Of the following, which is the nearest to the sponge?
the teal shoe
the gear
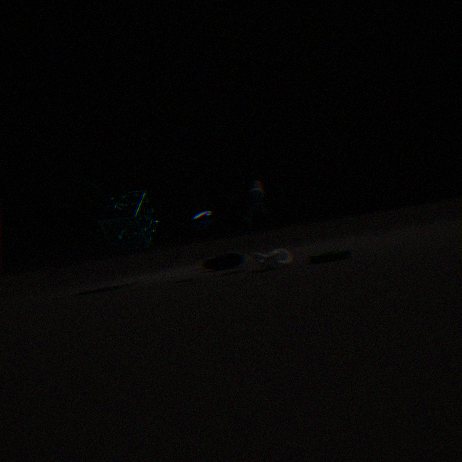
the teal shoe
